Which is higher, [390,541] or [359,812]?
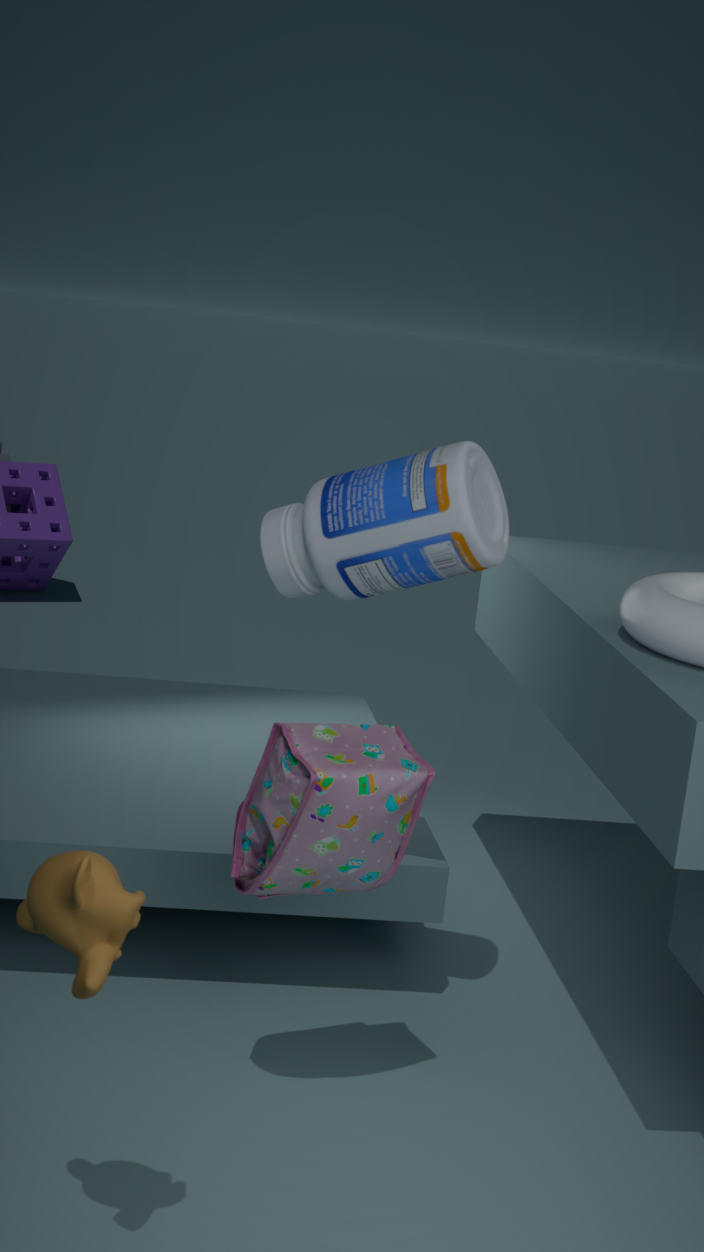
[390,541]
